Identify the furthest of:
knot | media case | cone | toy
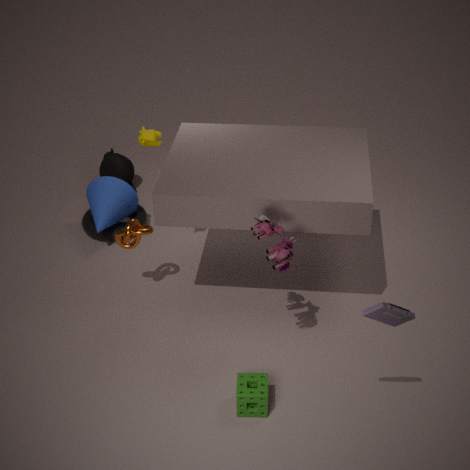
cone
